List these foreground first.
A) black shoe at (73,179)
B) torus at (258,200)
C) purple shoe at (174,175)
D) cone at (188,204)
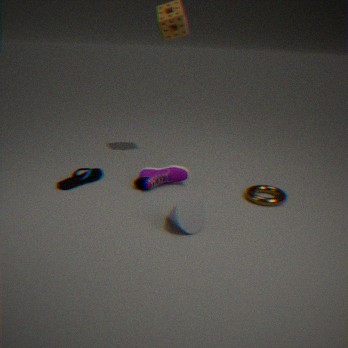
cone at (188,204) < torus at (258,200) < black shoe at (73,179) < purple shoe at (174,175)
